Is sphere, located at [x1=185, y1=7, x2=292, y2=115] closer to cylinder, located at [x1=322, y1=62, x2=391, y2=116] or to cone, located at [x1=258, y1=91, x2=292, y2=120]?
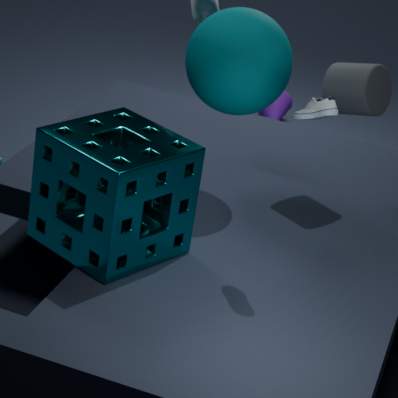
cylinder, located at [x1=322, y1=62, x2=391, y2=116]
